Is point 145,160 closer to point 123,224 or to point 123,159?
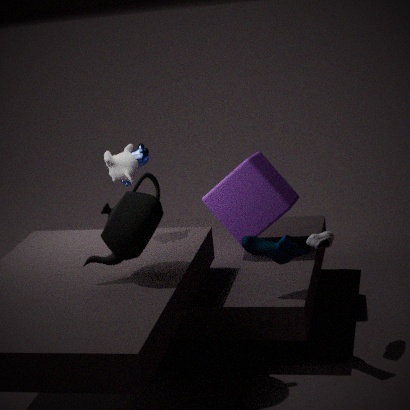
point 123,159
